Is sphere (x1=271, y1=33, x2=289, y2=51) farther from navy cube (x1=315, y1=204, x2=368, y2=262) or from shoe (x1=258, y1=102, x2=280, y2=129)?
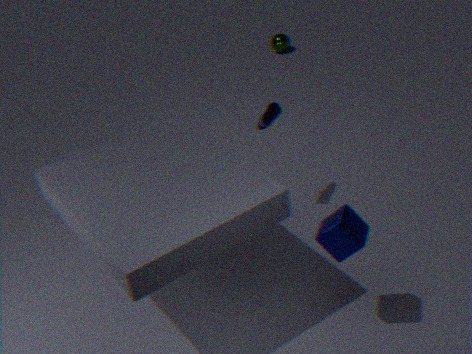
navy cube (x1=315, y1=204, x2=368, y2=262)
